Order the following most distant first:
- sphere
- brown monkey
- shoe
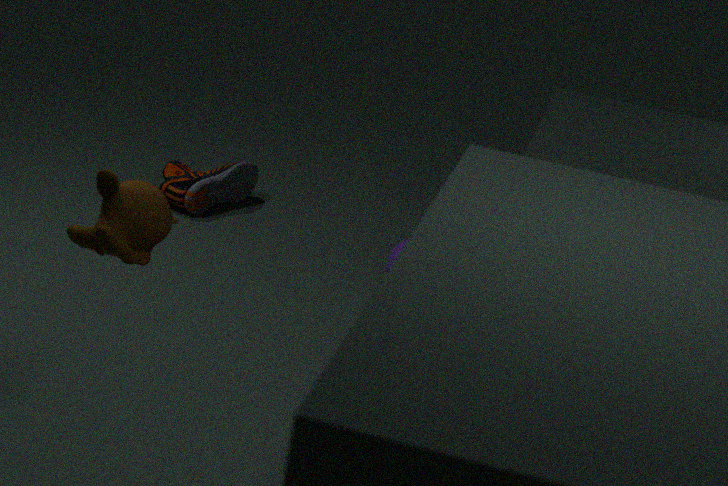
shoe
brown monkey
sphere
